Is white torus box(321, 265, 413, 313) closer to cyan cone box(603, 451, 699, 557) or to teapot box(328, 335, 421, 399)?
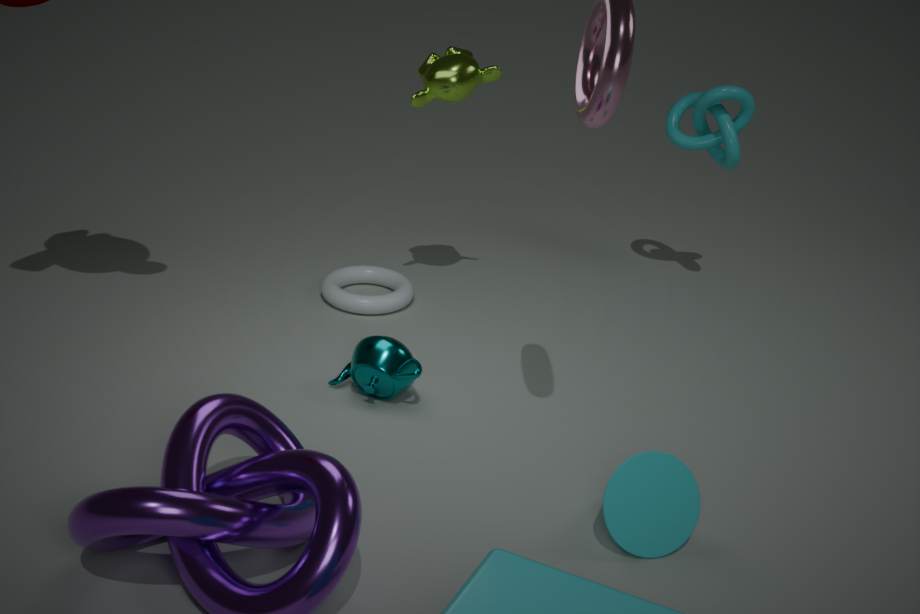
teapot box(328, 335, 421, 399)
